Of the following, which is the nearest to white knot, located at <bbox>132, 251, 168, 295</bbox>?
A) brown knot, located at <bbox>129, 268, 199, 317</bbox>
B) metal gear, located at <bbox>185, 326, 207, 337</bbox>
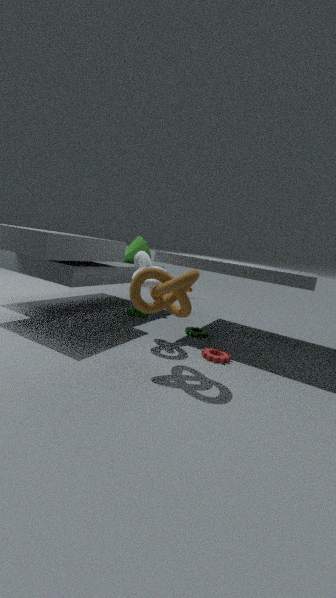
brown knot, located at <bbox>129, 268, 199, 317</bbox>
